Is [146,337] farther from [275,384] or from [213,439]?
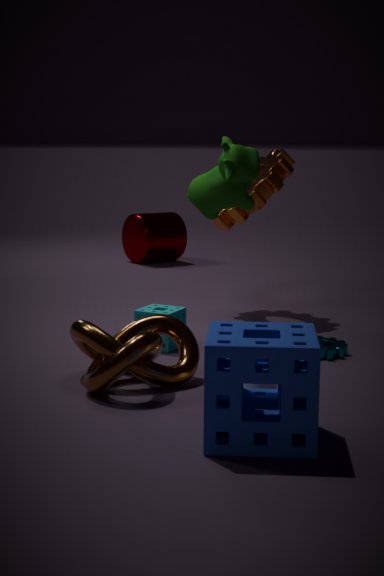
[213,439]
